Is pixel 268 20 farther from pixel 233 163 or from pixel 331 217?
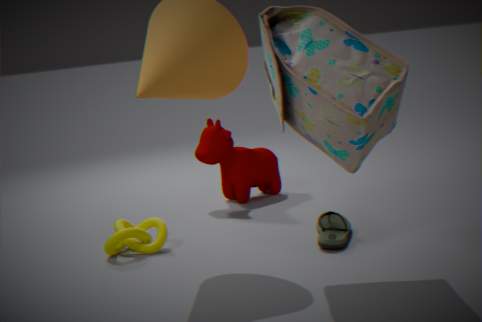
pixel 233 163
